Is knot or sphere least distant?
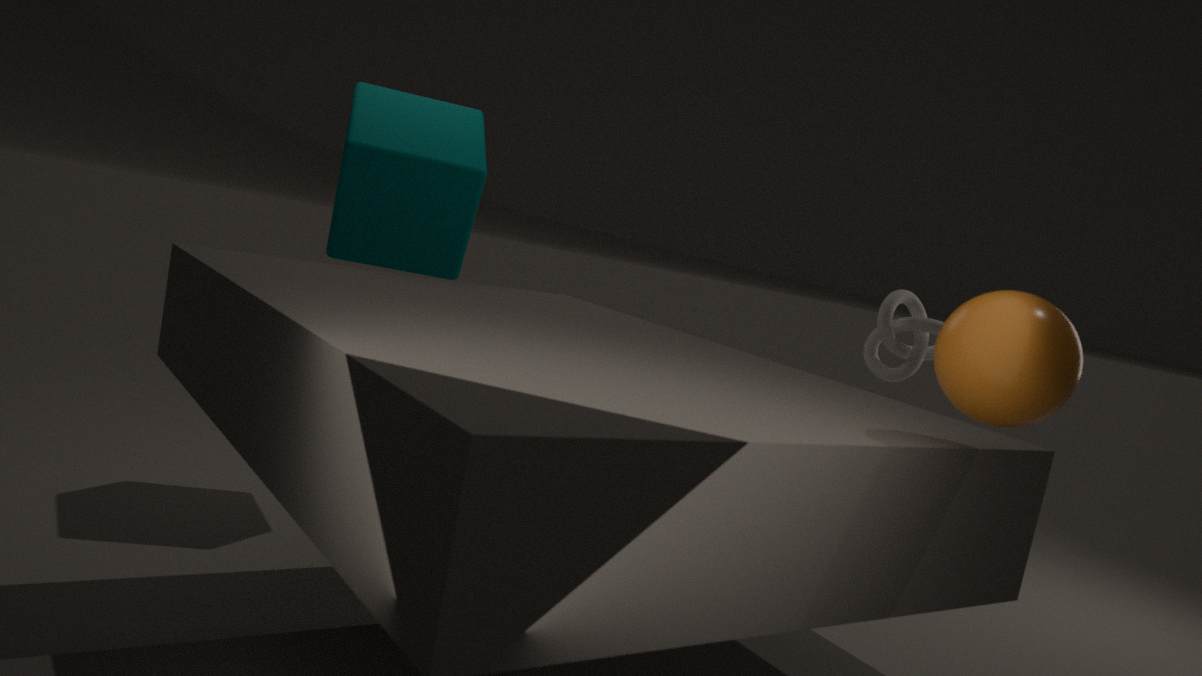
sphere
